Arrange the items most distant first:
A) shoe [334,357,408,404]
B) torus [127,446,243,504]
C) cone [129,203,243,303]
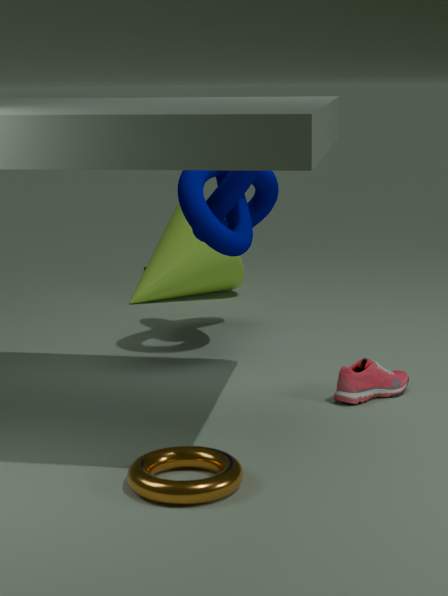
cone [129,203,243,303] < shoe [334,357,408,404] < torus [127,446,243,504]
